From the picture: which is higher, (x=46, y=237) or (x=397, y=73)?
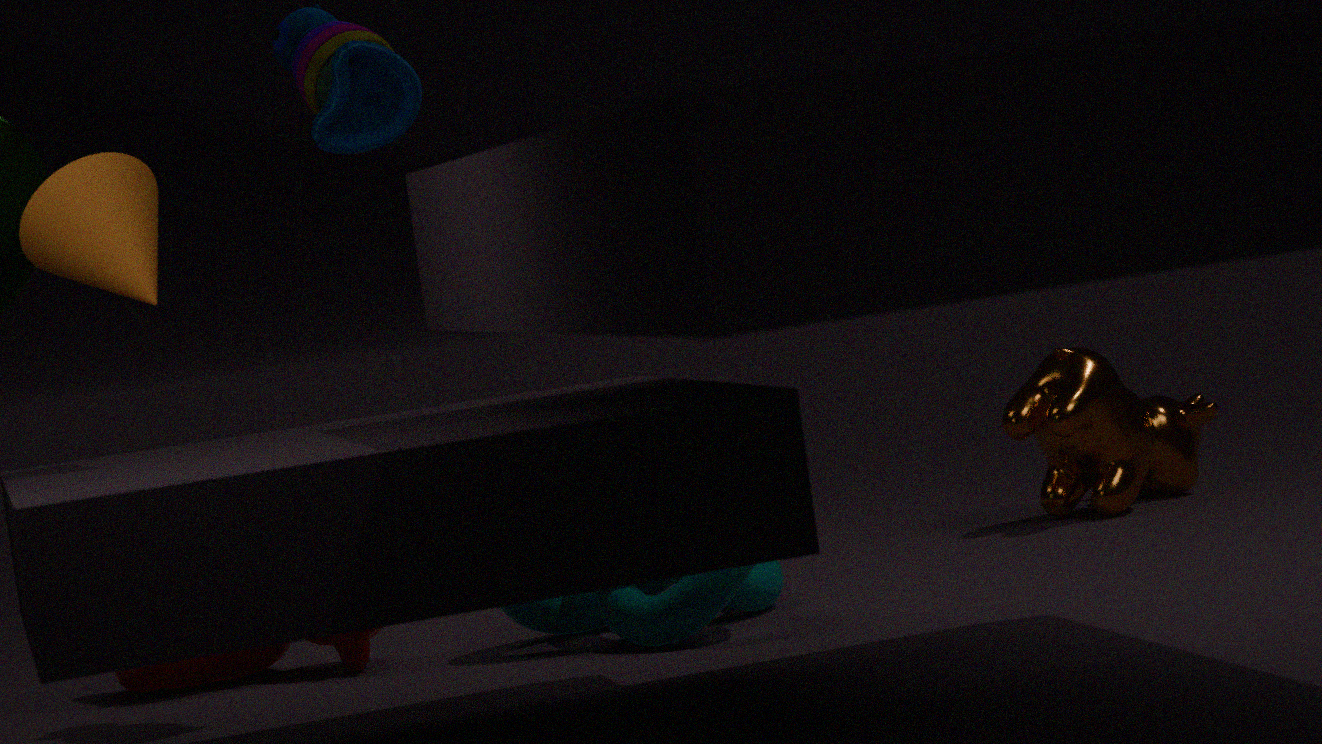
(x=397, y=73)
